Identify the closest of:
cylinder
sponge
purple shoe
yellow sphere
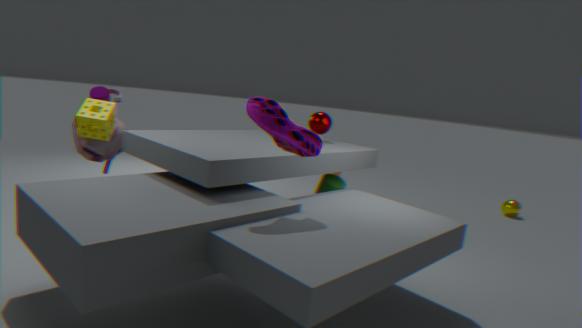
purple shoe
